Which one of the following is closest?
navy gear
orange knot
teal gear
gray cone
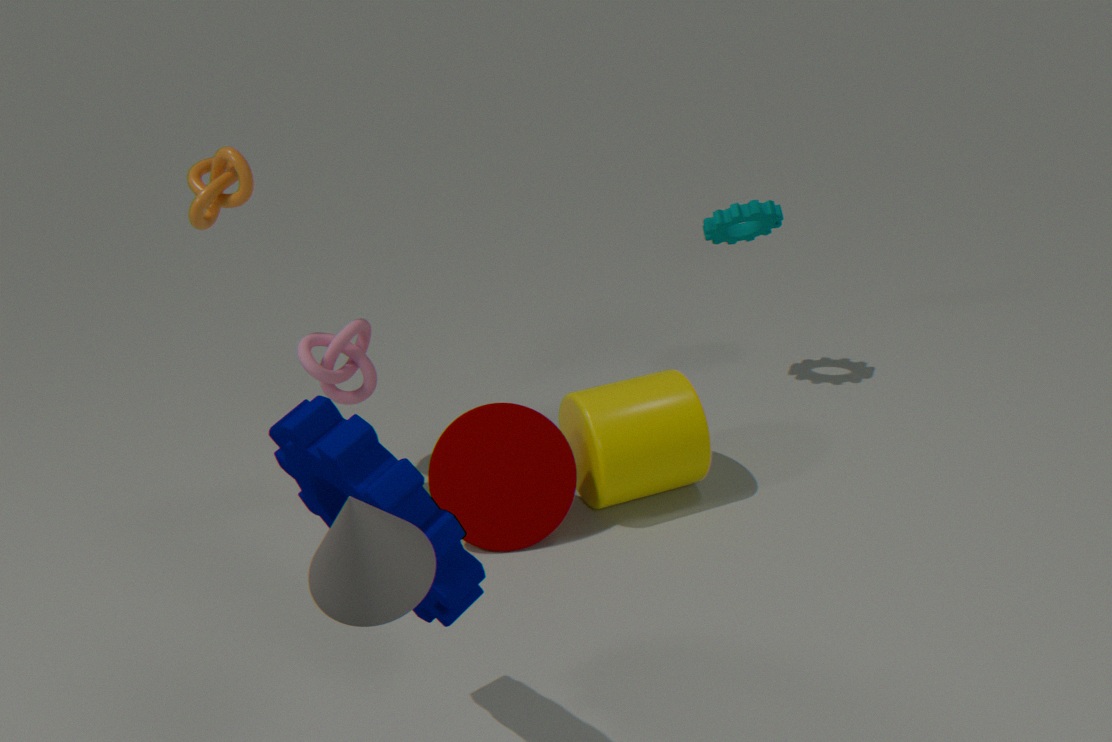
gray cone
